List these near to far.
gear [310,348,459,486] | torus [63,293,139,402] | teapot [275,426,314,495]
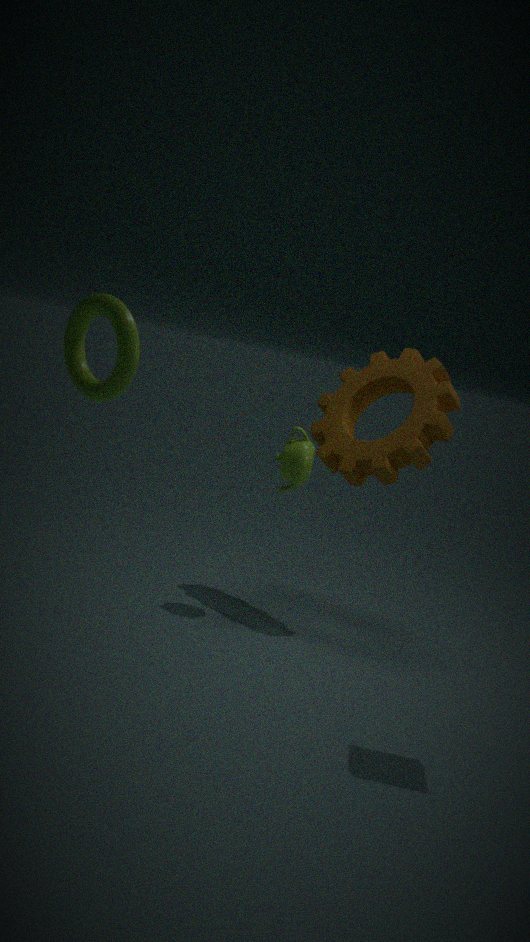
torus [63,293,139,402], teapot [275,426,314,495], gear [310,348,459,486]
